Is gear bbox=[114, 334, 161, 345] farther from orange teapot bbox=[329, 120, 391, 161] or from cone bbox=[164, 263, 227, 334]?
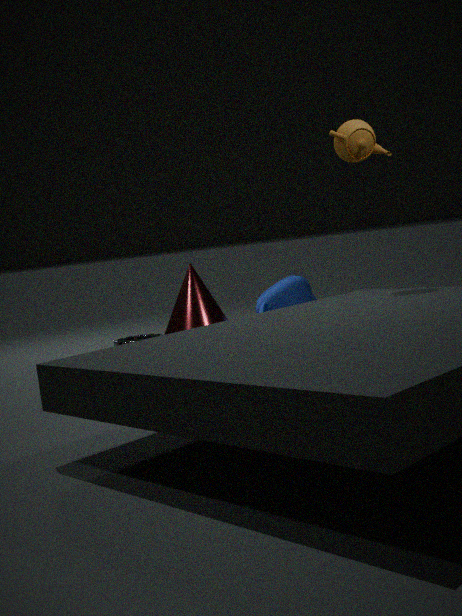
orange teapot bbox=[329, 120, 391, 161]
